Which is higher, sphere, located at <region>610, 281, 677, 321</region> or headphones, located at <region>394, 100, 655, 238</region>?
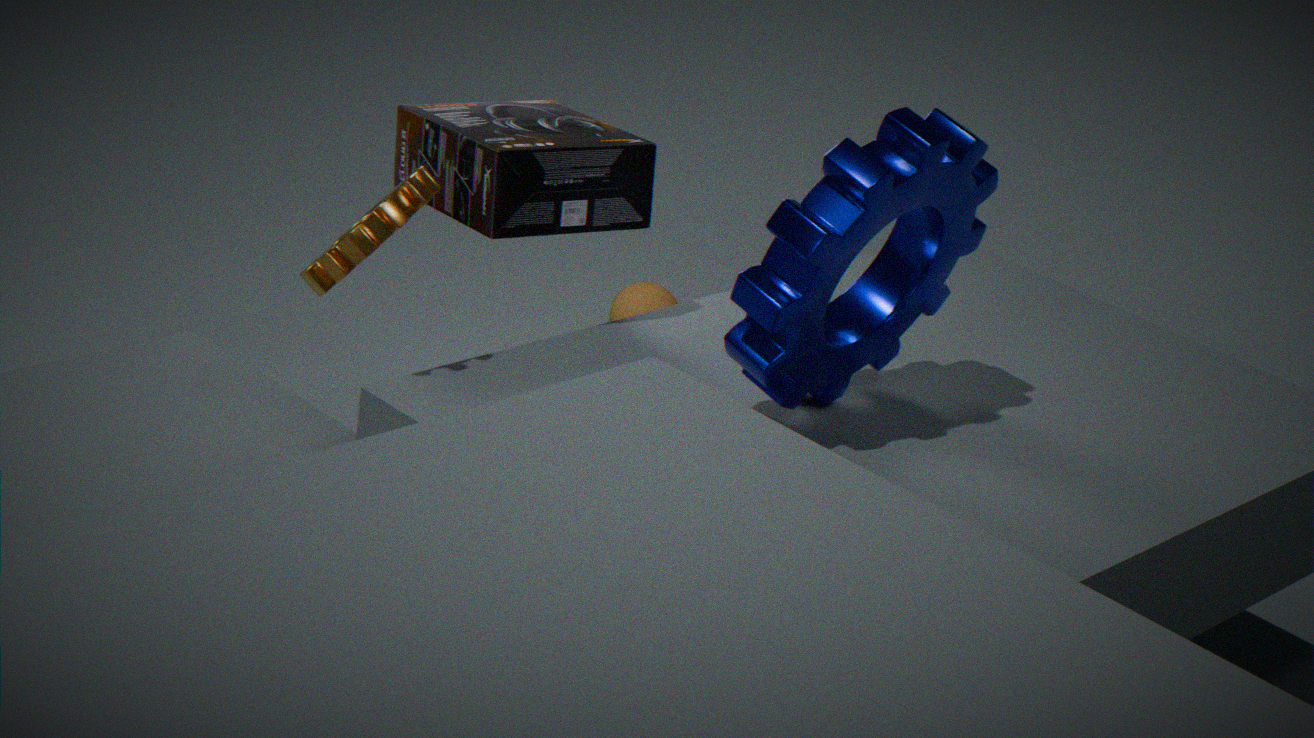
headphones, located at <region>394, 100, 655, 238</region>
